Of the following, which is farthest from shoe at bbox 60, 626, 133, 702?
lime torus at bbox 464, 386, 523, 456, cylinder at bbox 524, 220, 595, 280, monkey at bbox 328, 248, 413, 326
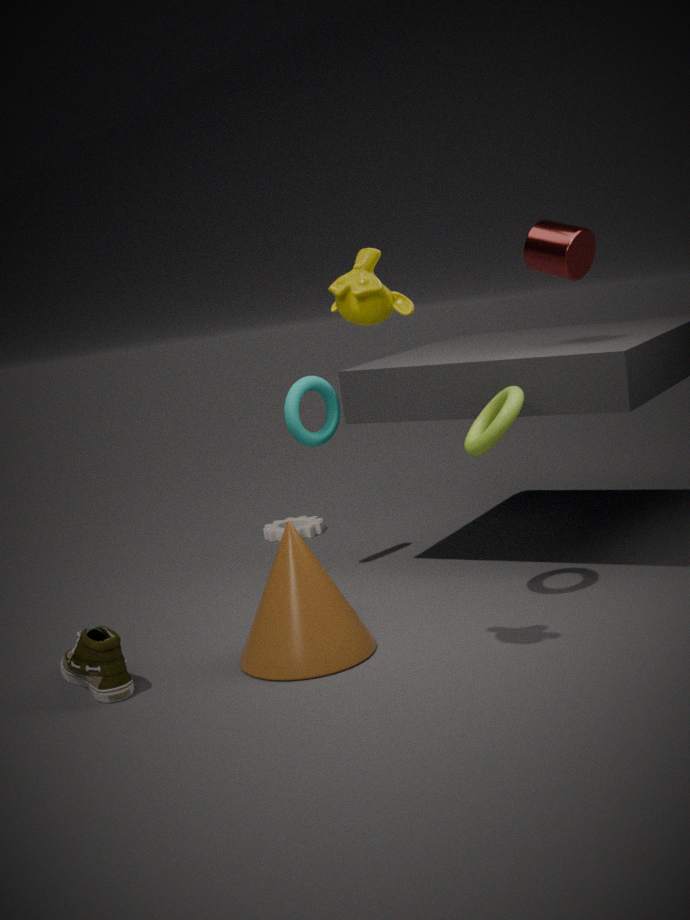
cylinder at bbox 524, 220, 595, 280
